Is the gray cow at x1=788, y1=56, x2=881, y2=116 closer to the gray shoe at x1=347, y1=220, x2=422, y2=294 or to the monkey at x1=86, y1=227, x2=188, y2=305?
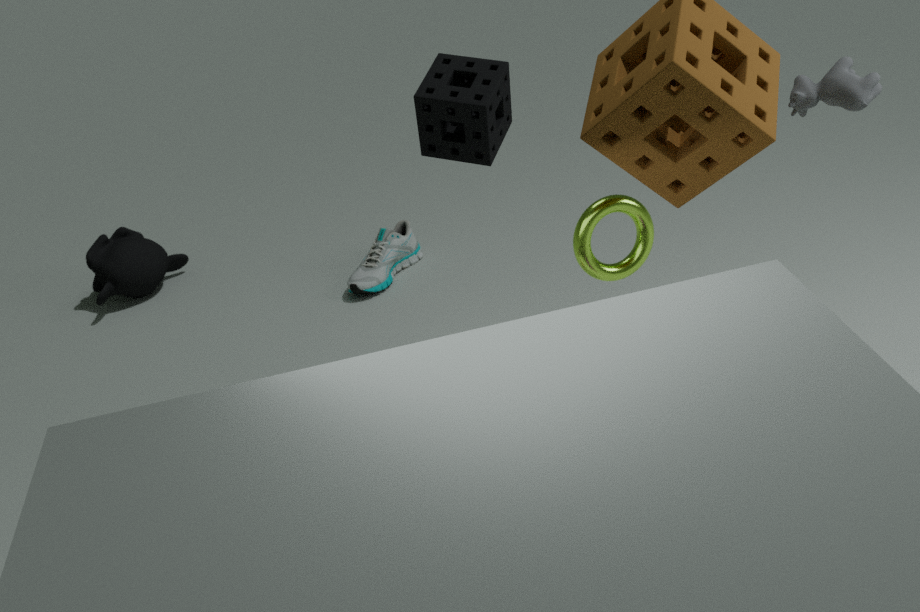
the gray shoe at x1=347, y1=220, x2=422, y2=294
